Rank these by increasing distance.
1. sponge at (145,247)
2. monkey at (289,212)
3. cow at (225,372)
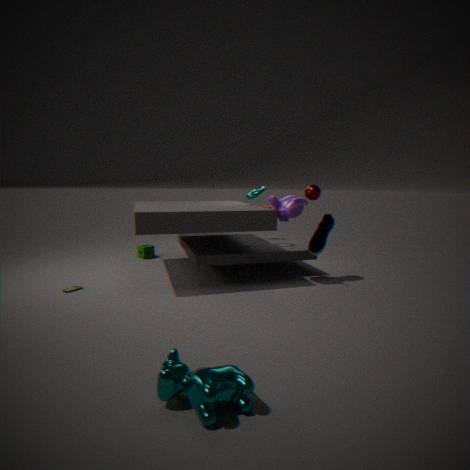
cow at (225,372), monkey at (289,212), sponge at (145,247)
